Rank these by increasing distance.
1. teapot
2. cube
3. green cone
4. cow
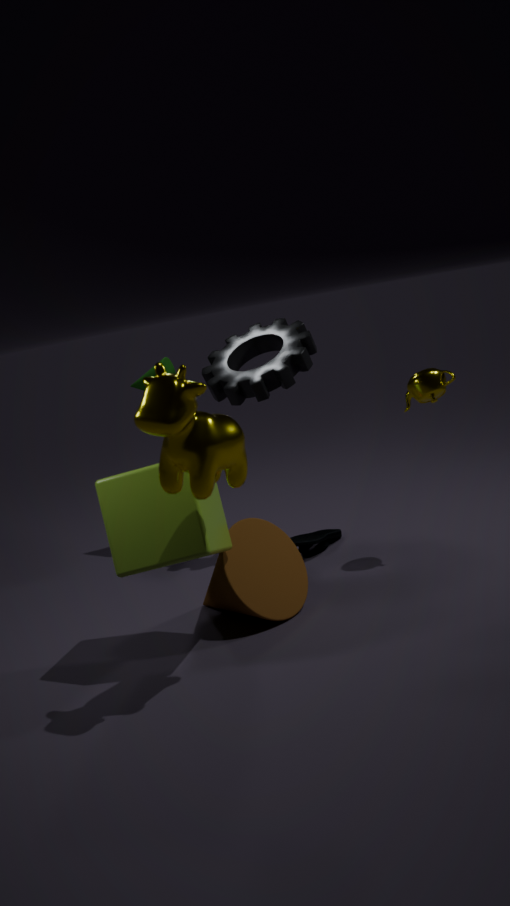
cow < cube < teapot < green cone
